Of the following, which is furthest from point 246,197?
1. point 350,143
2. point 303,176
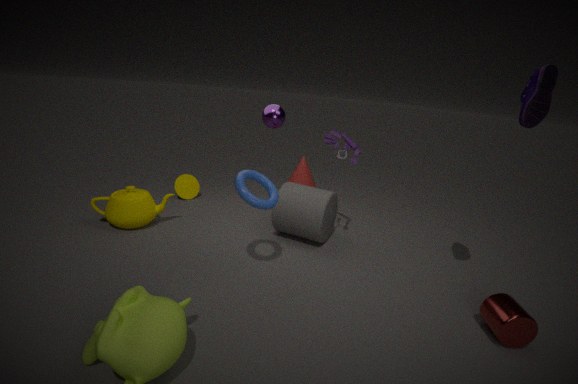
point 303,176
